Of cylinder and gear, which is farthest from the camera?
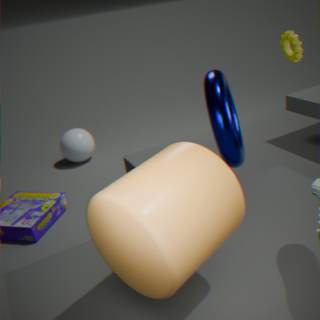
gear
